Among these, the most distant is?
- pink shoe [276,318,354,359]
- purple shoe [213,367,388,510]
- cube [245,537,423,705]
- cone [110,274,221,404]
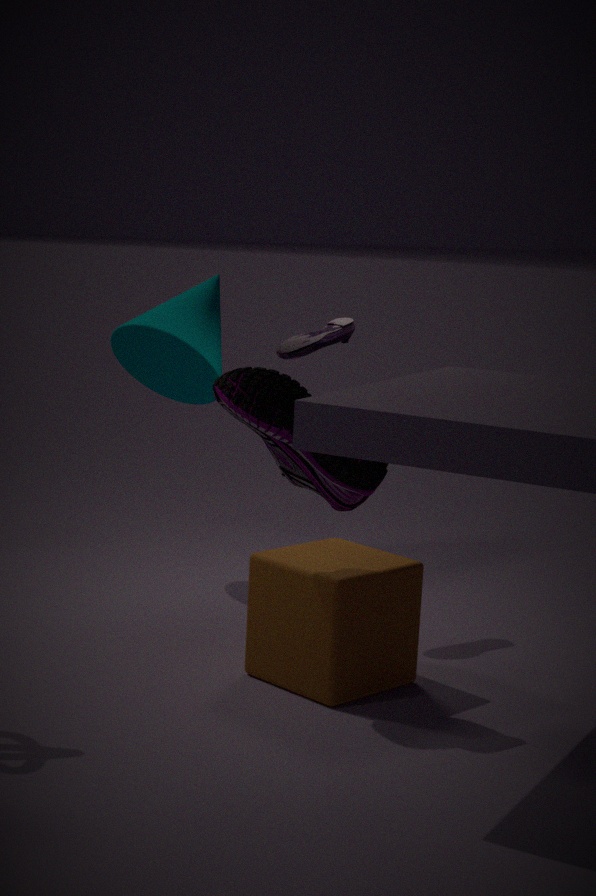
cone [110,274,221,404]
